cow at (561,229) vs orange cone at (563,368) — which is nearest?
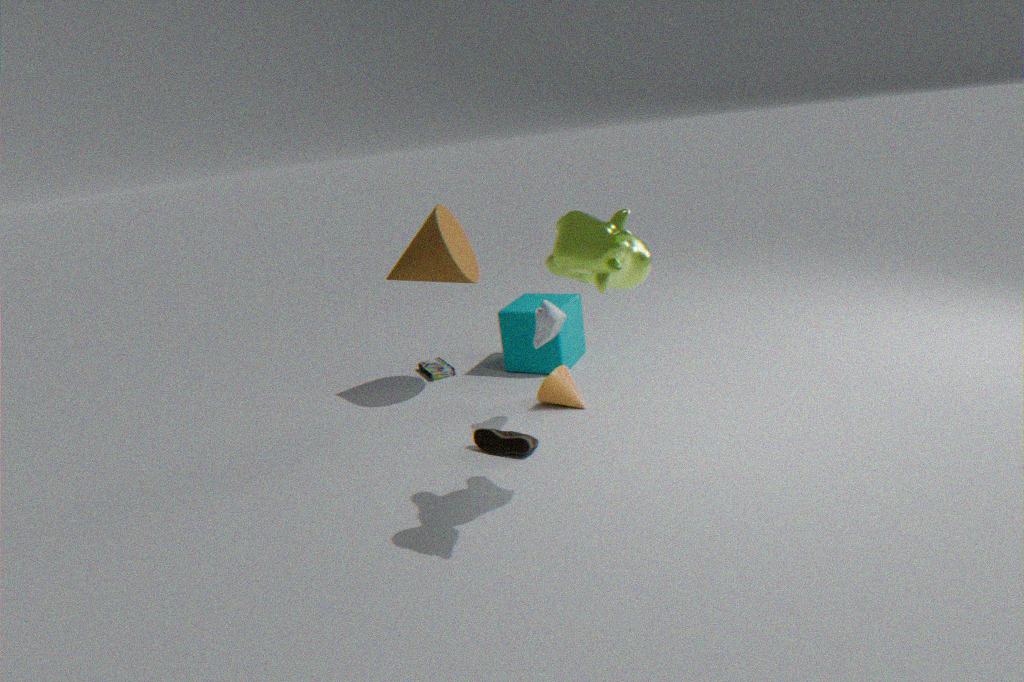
cow at (561,229)
